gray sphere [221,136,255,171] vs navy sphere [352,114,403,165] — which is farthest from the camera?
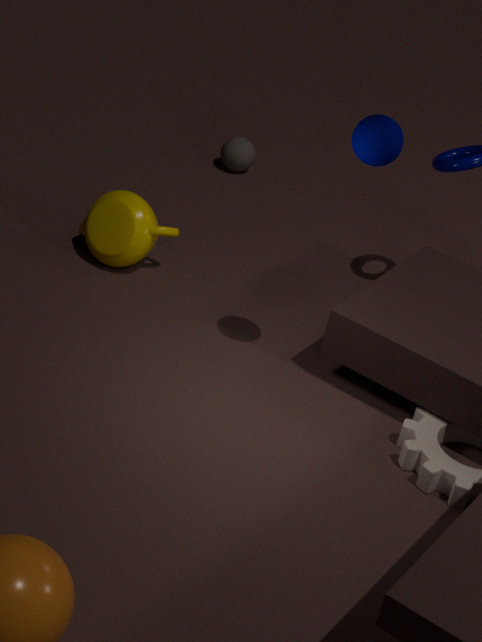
gray sphere [221,136,255,171]
